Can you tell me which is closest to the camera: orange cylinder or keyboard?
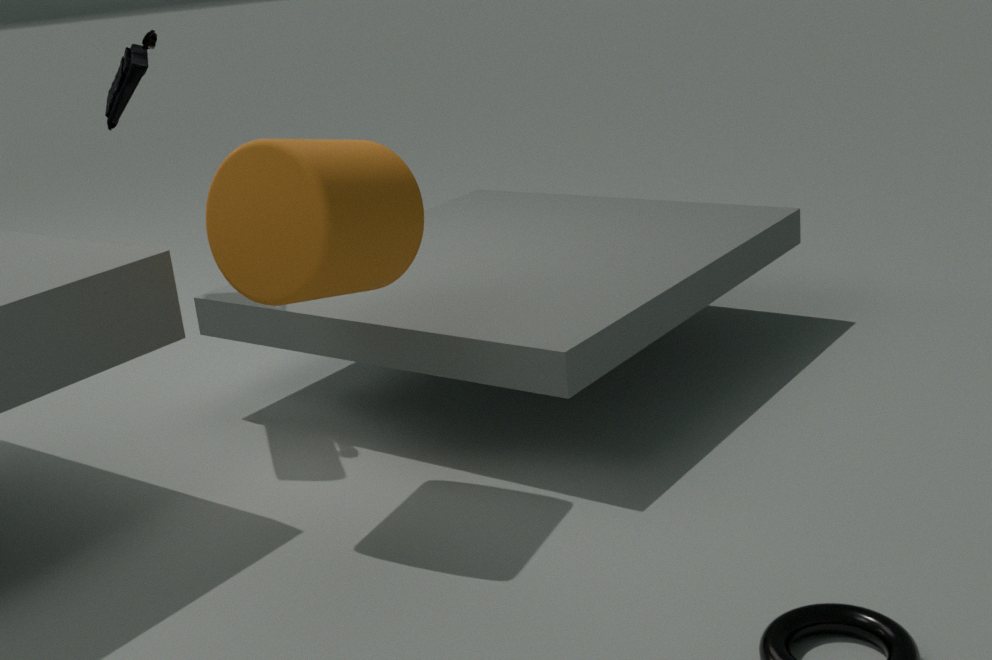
orange cylinder
